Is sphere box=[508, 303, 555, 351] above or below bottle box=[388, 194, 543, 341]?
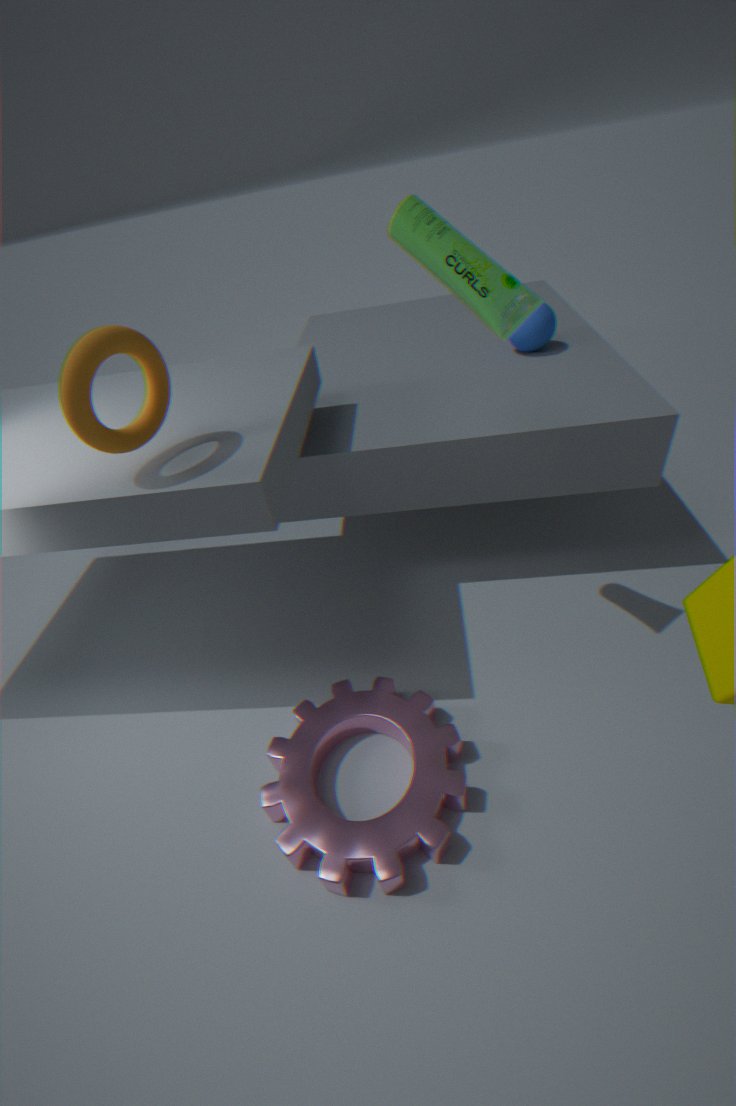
below
